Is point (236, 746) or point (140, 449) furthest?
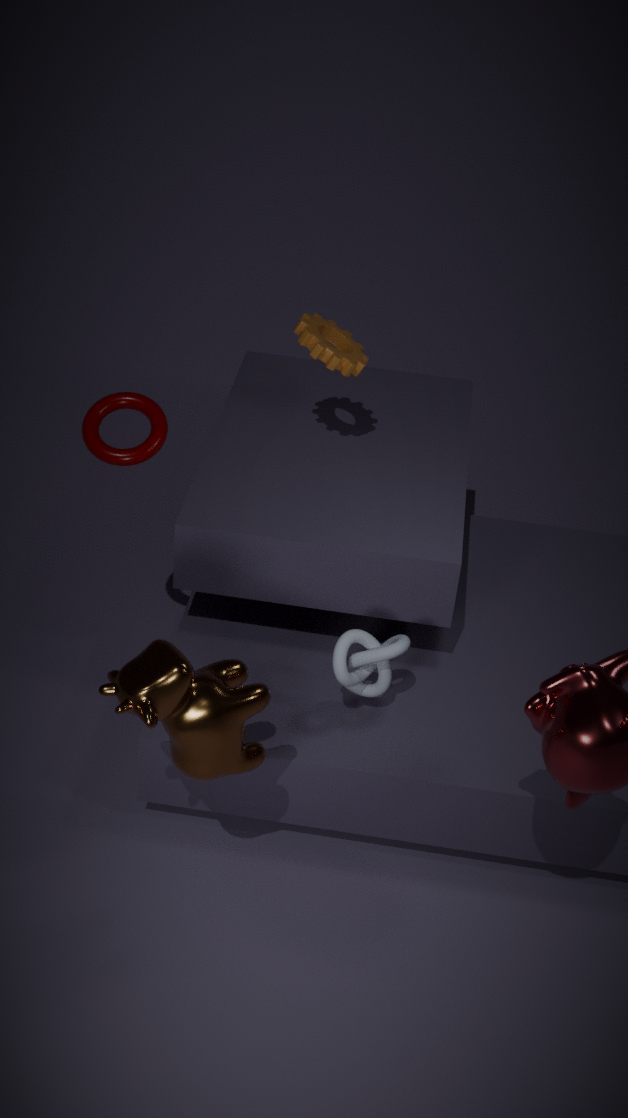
point (140, 449)
